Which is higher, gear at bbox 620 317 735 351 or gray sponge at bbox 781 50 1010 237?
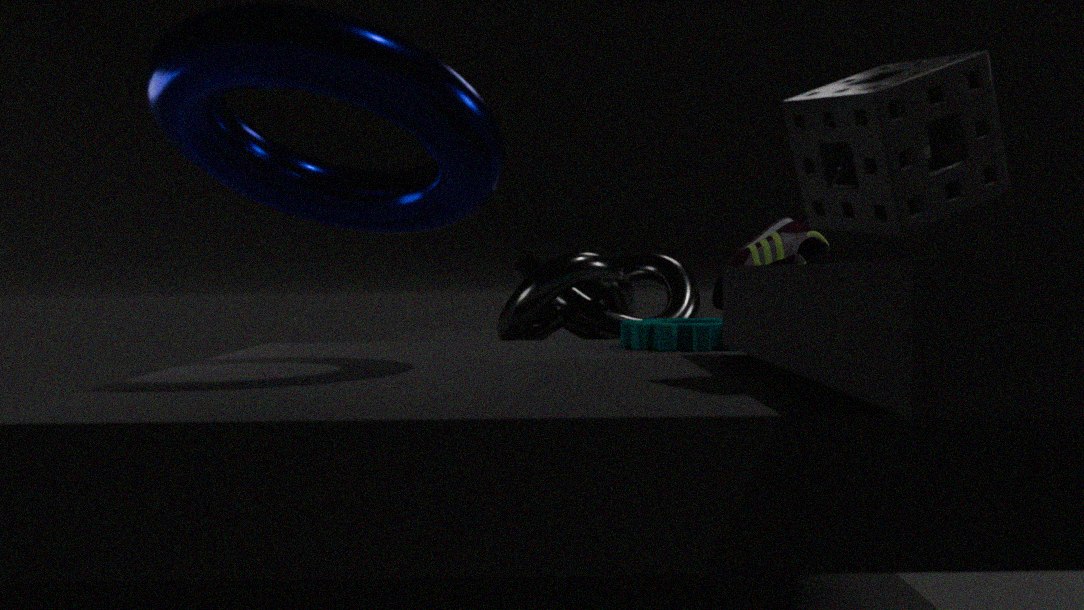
gray sponge at bbox 781 50 1010 237
